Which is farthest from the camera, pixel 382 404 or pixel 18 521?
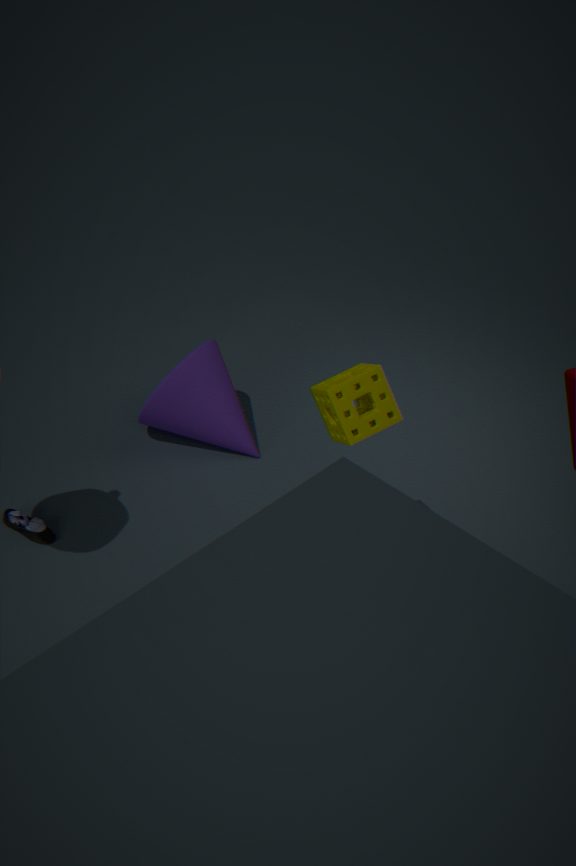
pixel 18 521
